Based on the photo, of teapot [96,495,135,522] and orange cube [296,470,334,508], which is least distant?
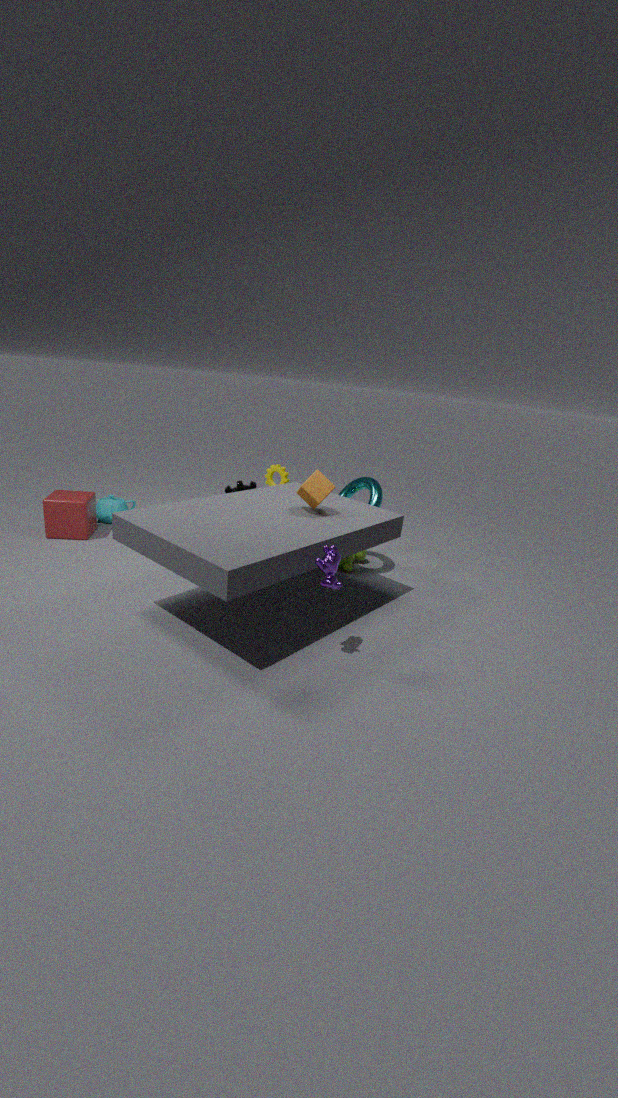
orange cube [296,470,334,508]
